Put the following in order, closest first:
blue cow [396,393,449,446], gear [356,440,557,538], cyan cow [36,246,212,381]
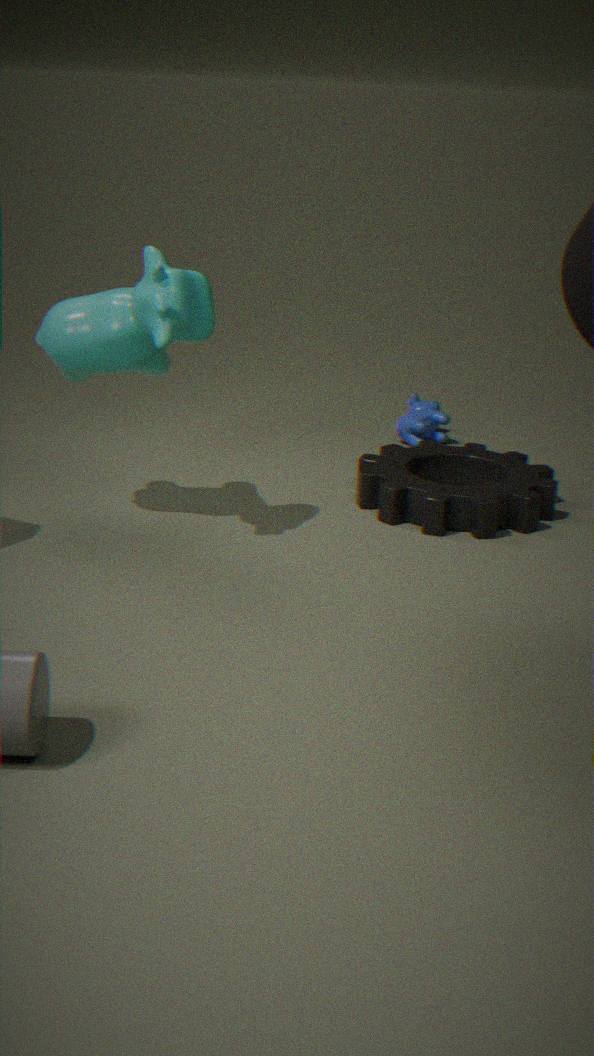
cyan cow [36,246,212,381] < gear [356,440,557,538] < blue cow [396,393,449,446]
